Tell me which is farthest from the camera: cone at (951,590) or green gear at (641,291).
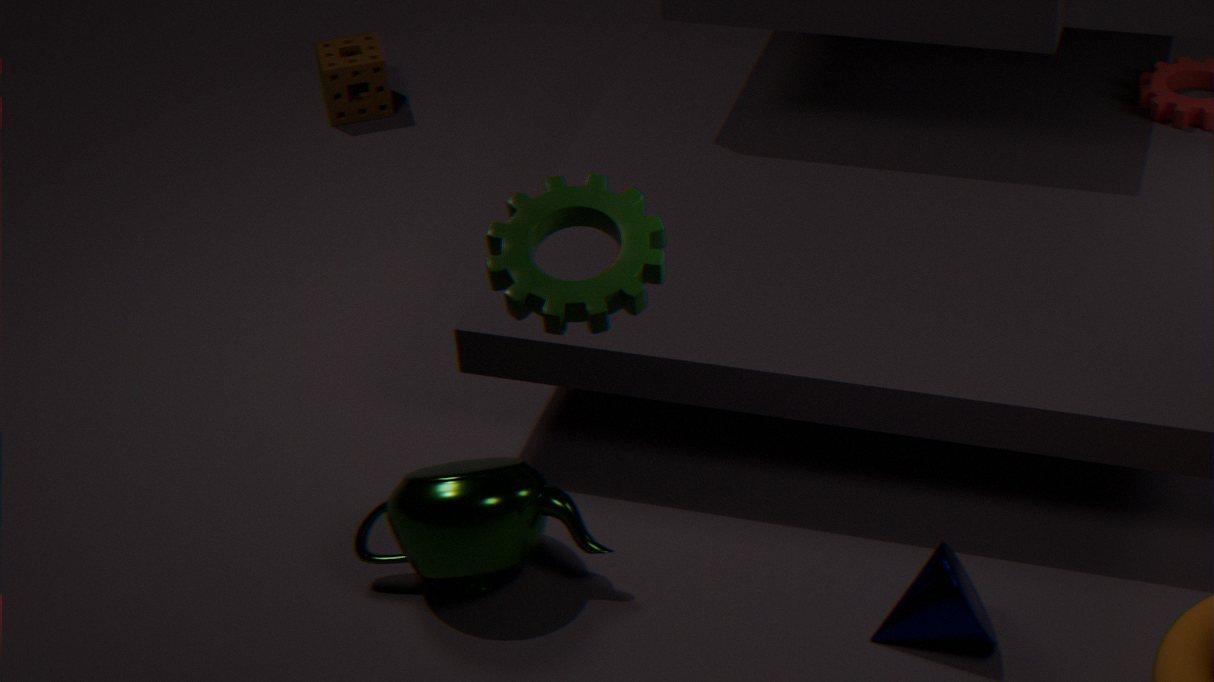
cone at (951,590)
